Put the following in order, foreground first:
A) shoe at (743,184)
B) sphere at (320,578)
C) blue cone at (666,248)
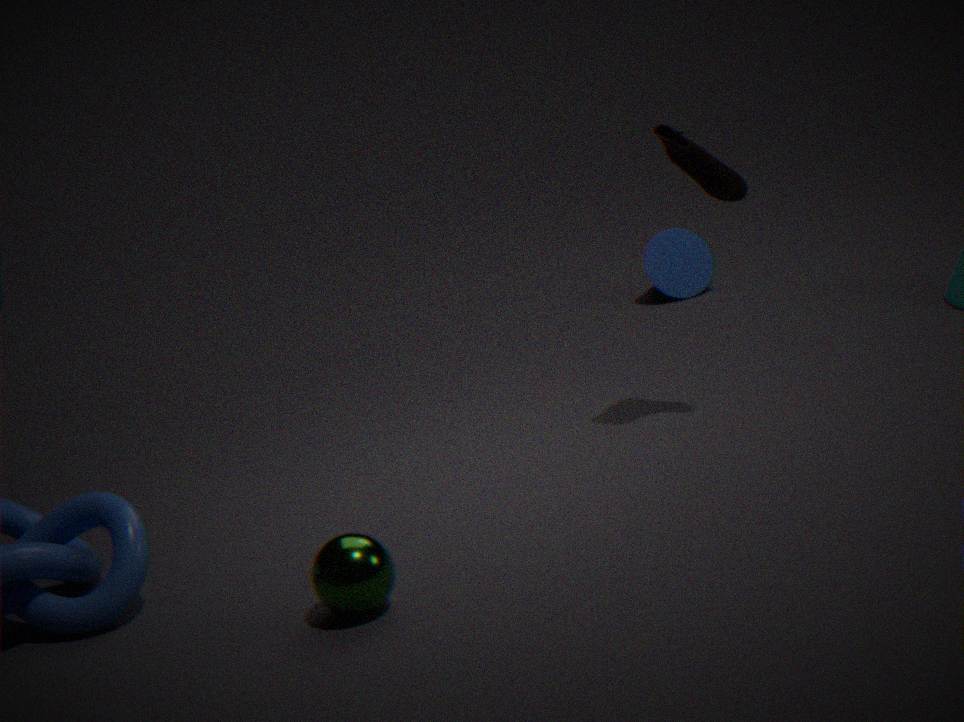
sphere at (320,578) → shoe at (743,184) → blue cone at (666,248)
